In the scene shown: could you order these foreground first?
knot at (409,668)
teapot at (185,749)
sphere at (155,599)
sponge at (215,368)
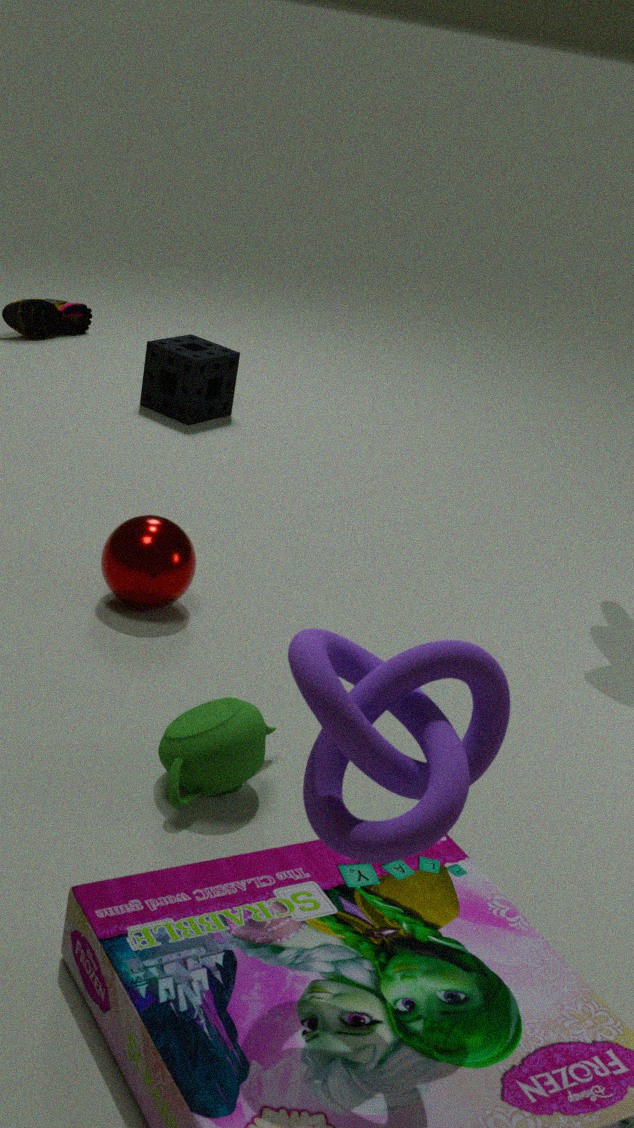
knot at (409,668), teapot at (185,749), sphere at (155,599), sponge at (215,368)
